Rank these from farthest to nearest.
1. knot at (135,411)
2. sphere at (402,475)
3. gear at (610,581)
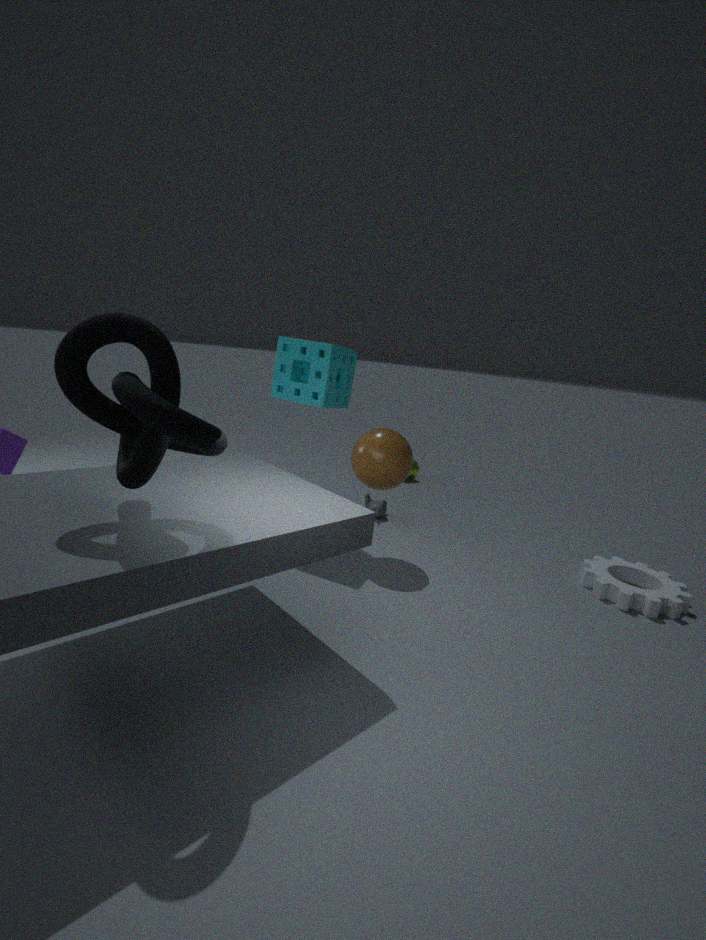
sphere at (402,475) < gear at (610,581) < knot at (135,411)
